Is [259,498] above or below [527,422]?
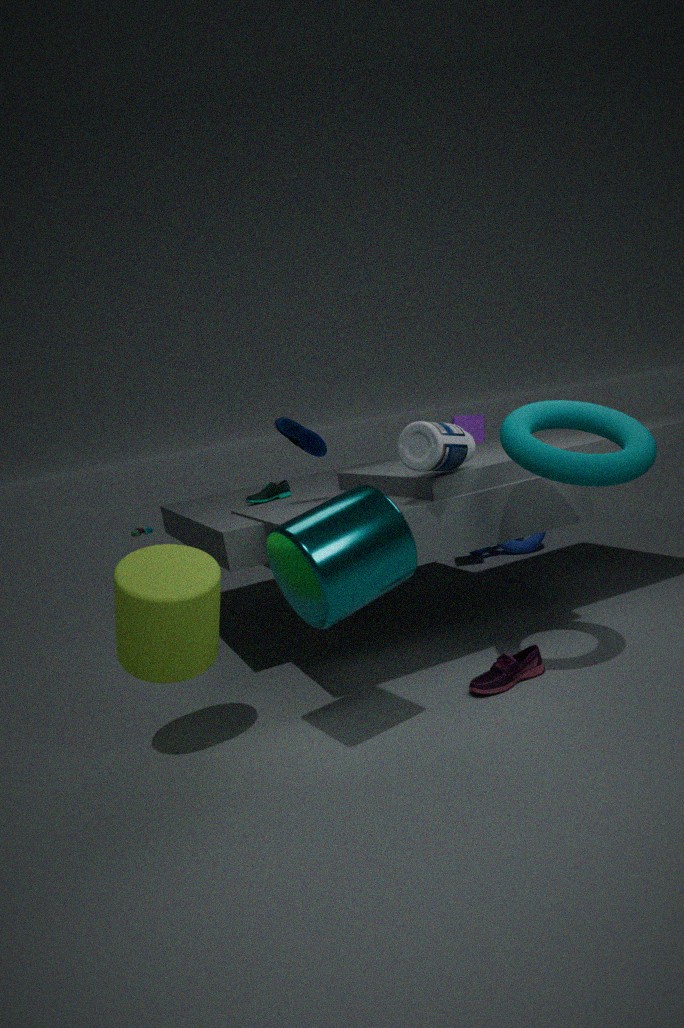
below
